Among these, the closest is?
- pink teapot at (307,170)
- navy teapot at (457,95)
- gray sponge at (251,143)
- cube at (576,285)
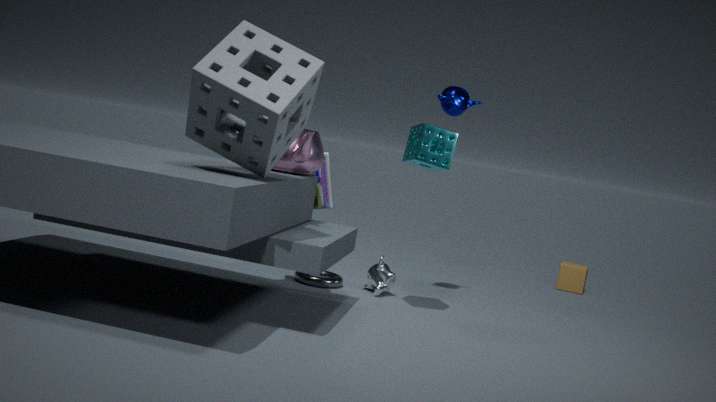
gray sponge at (251,143)
